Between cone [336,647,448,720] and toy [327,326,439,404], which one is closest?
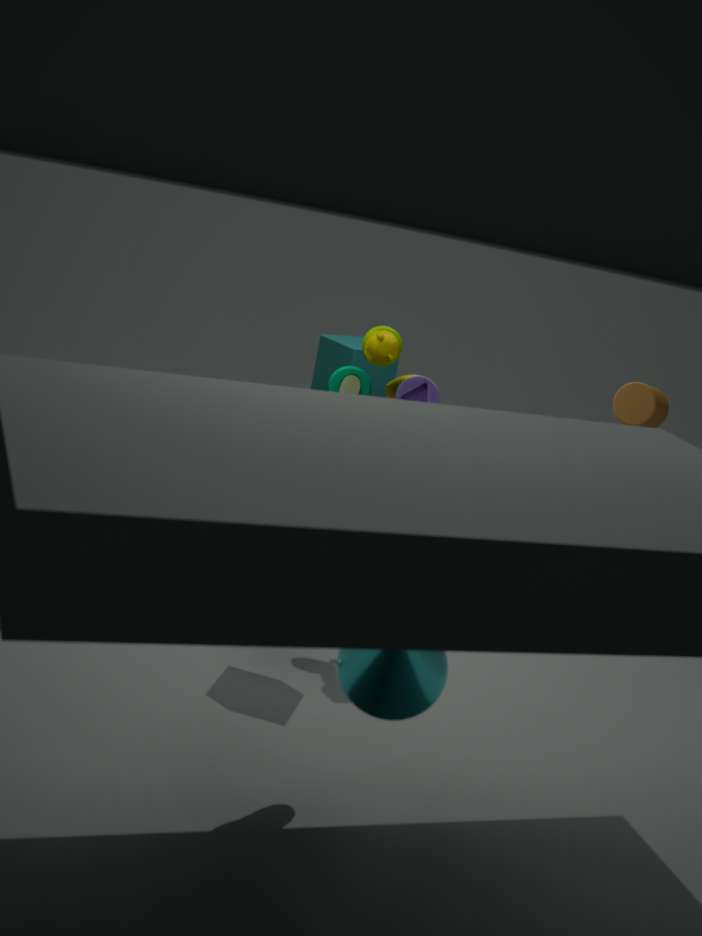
cone [336,647,448,720]
